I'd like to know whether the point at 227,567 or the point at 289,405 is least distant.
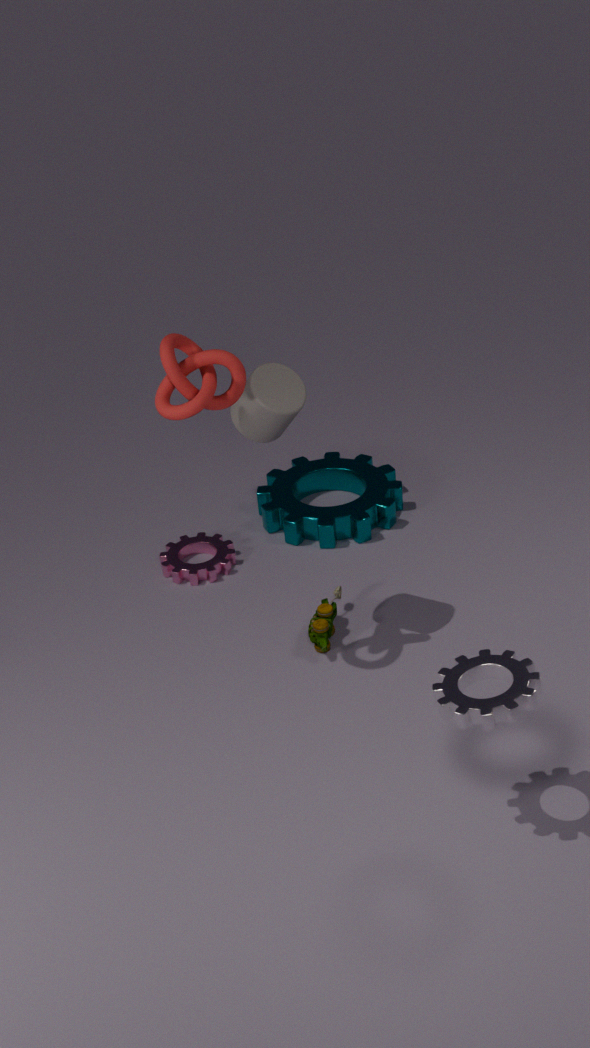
the point at 289,405
